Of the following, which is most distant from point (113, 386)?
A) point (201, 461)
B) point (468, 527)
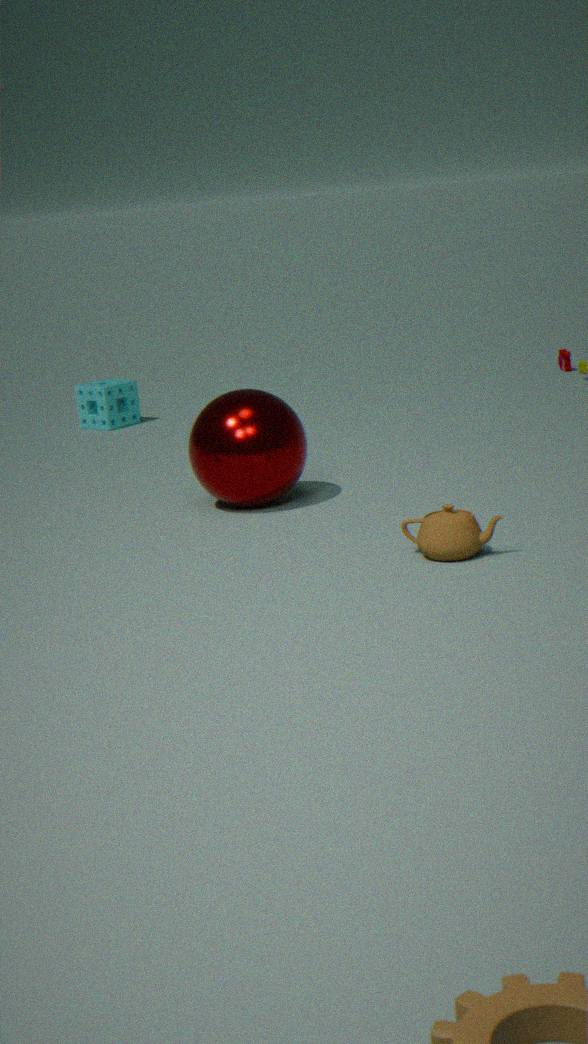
point (468, 527)
